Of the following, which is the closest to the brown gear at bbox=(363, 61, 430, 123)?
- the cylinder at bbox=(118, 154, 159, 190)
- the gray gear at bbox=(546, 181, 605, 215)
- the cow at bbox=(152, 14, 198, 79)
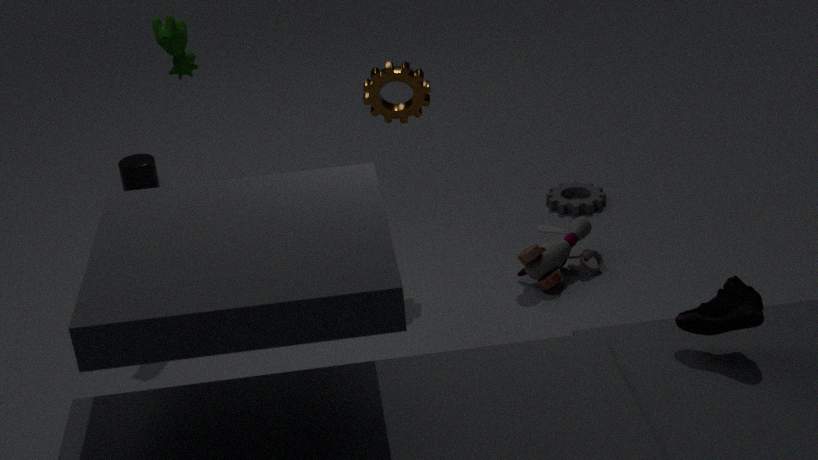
the cow at bbox=(152, 14, 198, 79)
